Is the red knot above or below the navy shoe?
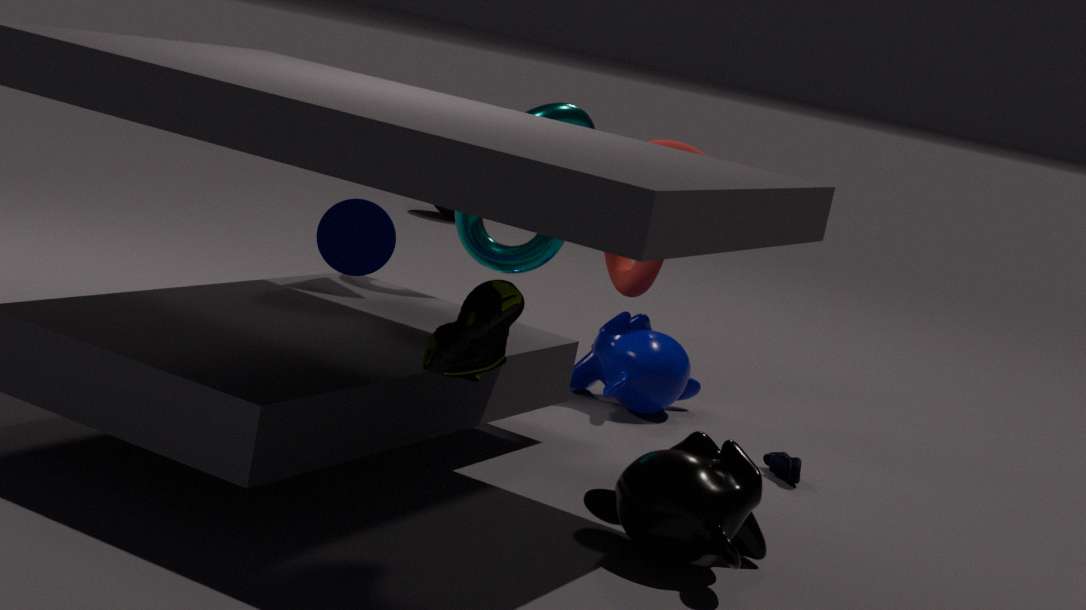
above
